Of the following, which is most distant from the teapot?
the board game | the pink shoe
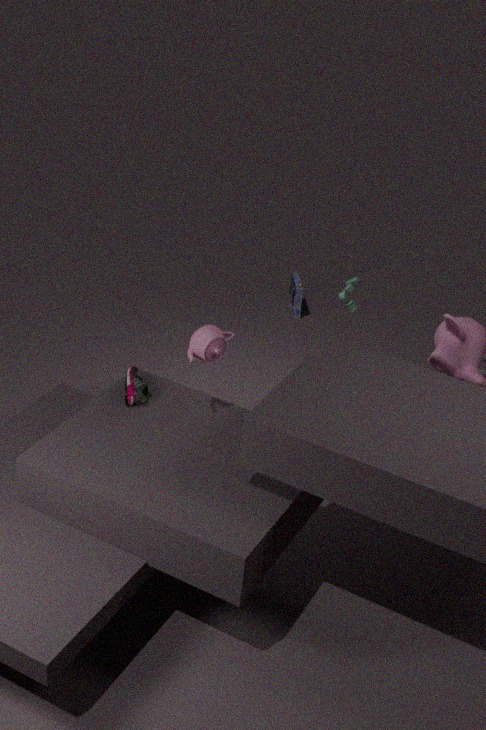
the board game
